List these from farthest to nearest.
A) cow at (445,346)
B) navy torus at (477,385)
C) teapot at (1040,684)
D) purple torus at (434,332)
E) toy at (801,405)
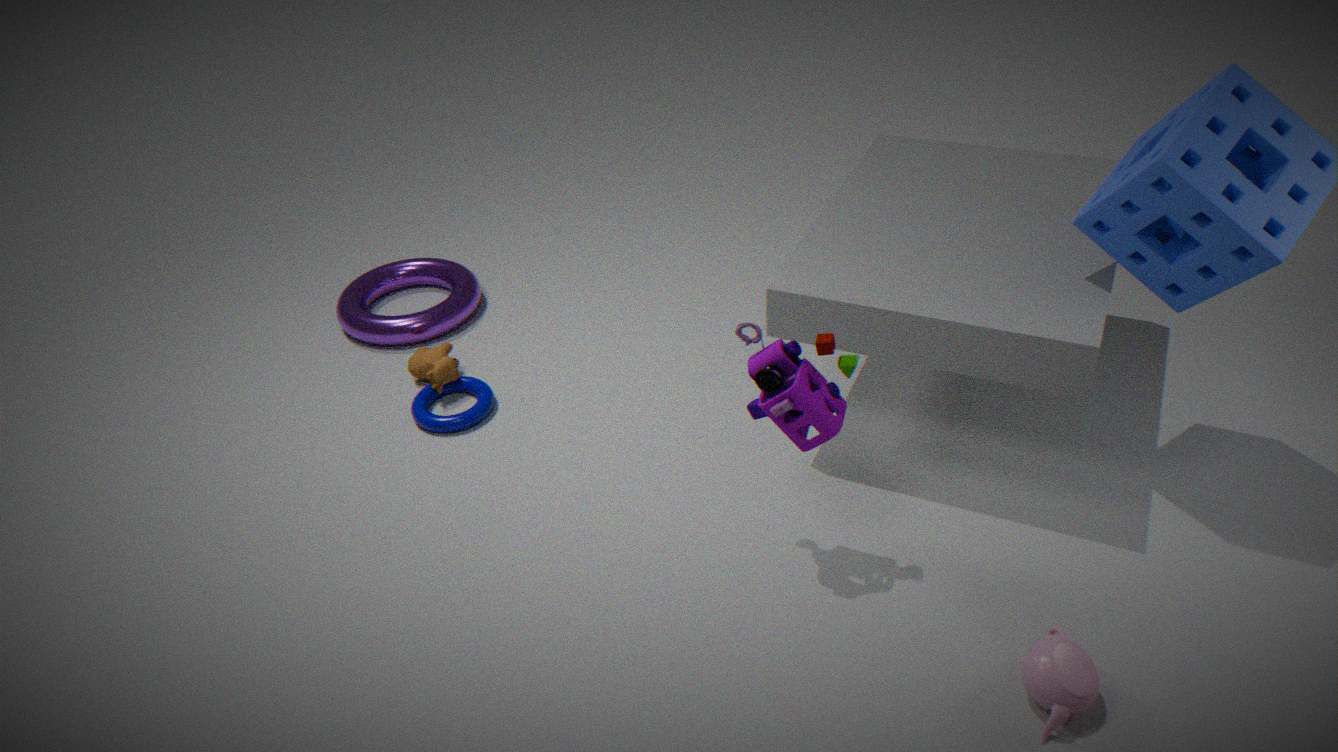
purple torus at (434,332)
cow at (445,346)
navy torus at (477,385)
toy at (801,405)
teapot at (1040,684)
